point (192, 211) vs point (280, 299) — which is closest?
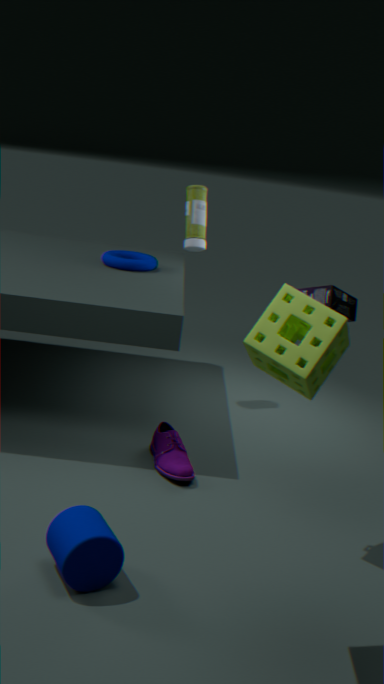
point (280, 299)
